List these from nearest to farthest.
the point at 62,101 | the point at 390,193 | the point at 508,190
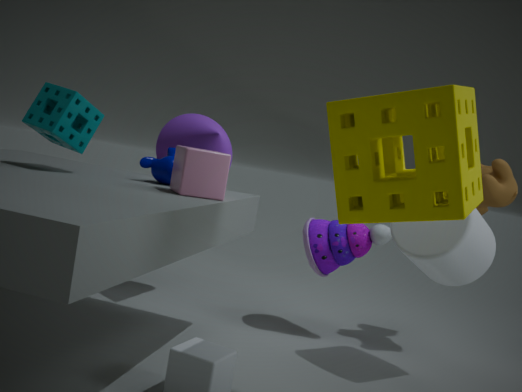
the point at 390,193
the point at 62,101
the point at 508,190
